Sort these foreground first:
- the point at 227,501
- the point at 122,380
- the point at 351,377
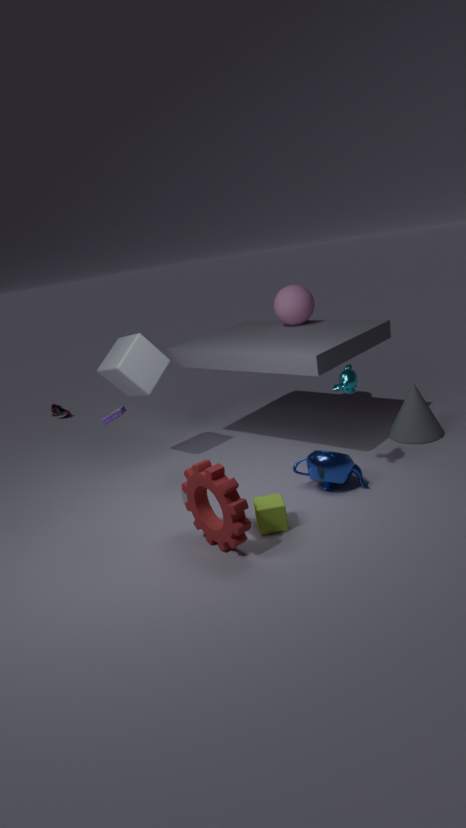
the point at 227,501 < the point at 351,377 < the point at 122,380
